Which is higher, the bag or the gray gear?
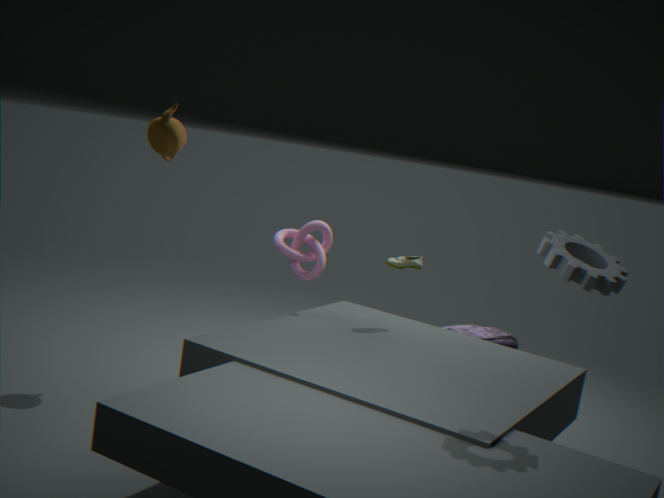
the gray gear
